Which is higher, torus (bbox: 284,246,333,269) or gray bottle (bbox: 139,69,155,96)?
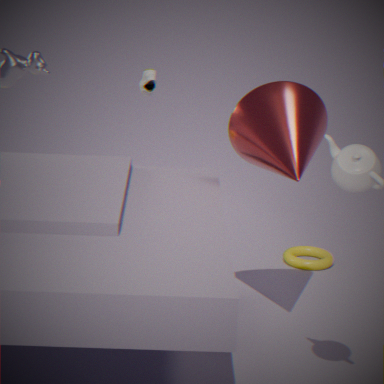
gray bottle (bbox: 139,69,155,96)
